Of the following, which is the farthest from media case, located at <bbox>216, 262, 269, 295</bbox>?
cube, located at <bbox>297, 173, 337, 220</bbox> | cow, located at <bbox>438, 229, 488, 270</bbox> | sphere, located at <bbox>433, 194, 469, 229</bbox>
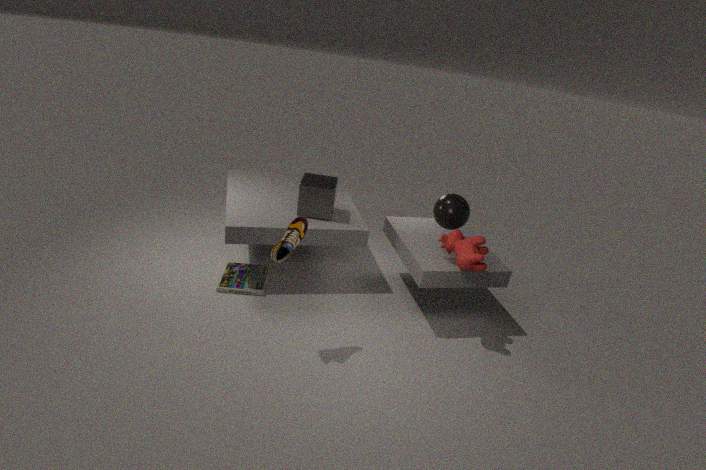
sphere, located at <bbox>433, 194, 469, 229</bbox>
